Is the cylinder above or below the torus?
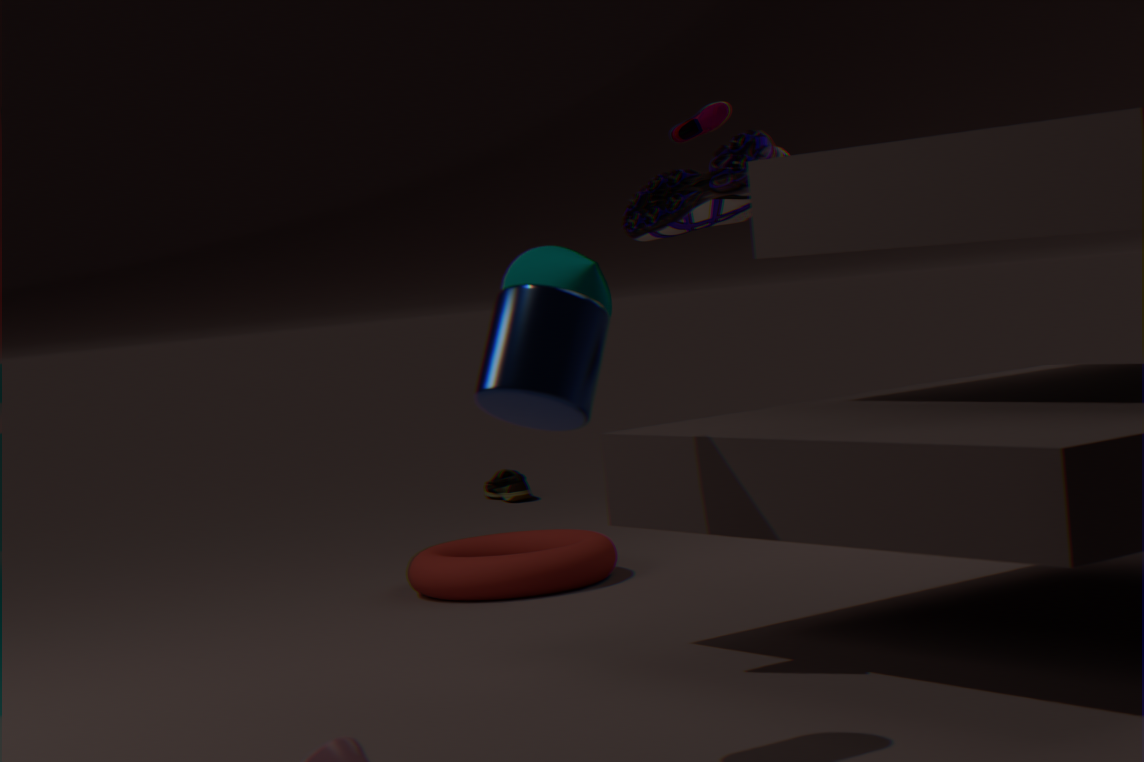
above
